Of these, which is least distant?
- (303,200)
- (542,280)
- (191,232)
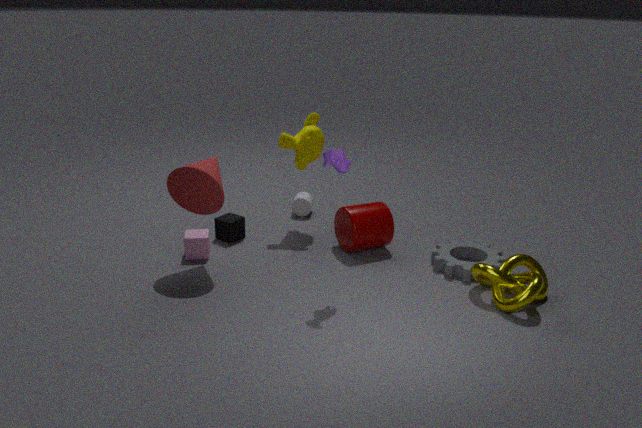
(542,280)
